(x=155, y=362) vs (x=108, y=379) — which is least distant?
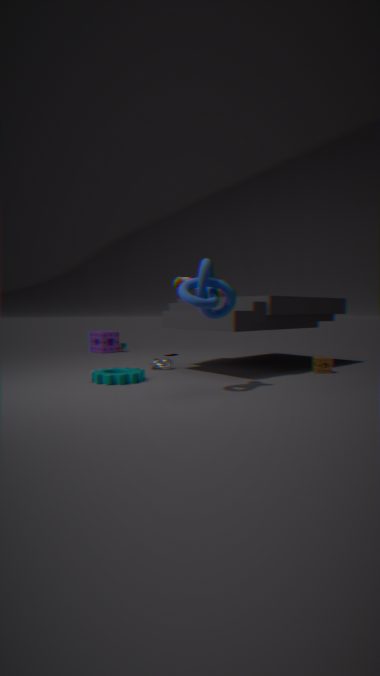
(x=108, y=379)
